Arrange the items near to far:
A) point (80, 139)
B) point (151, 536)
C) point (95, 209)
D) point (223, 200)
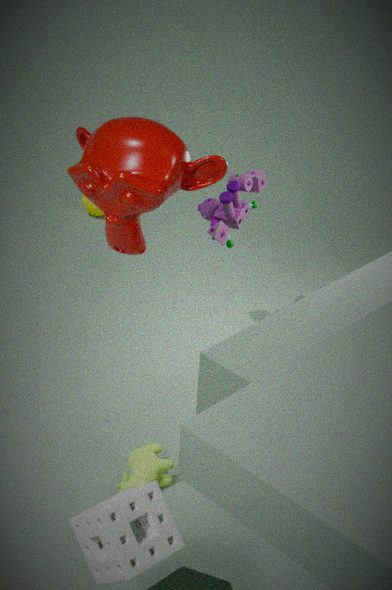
point (151, 536)
point (80, 139)
point (223, 200)
point (95, 209)
